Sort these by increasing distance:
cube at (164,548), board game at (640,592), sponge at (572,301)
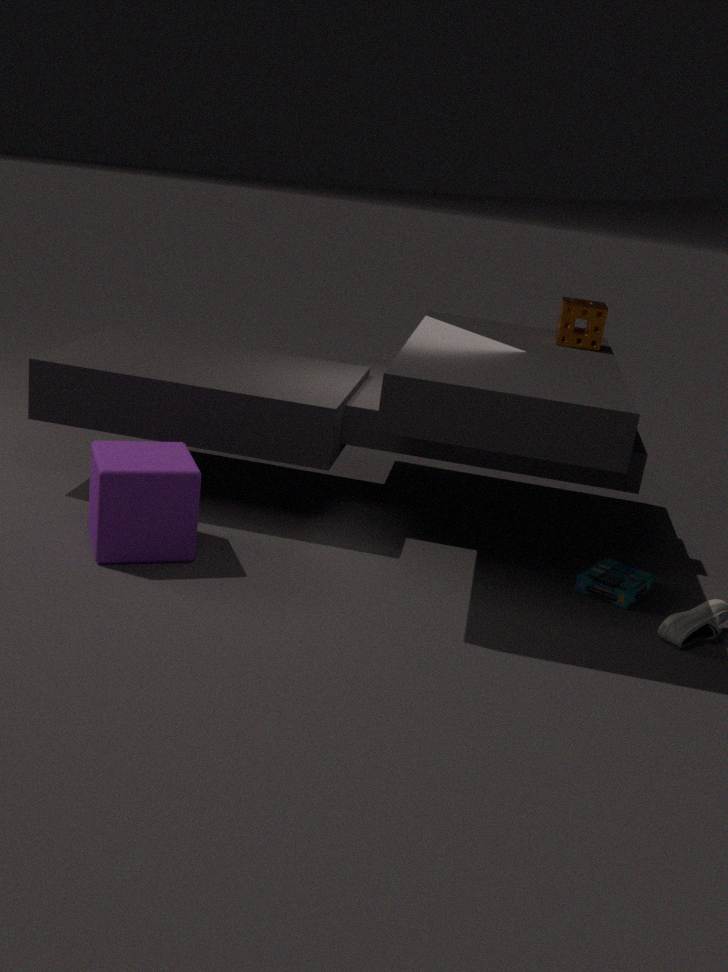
cube at (164,548) → board game at (640,592) → sponge at (572,301)
